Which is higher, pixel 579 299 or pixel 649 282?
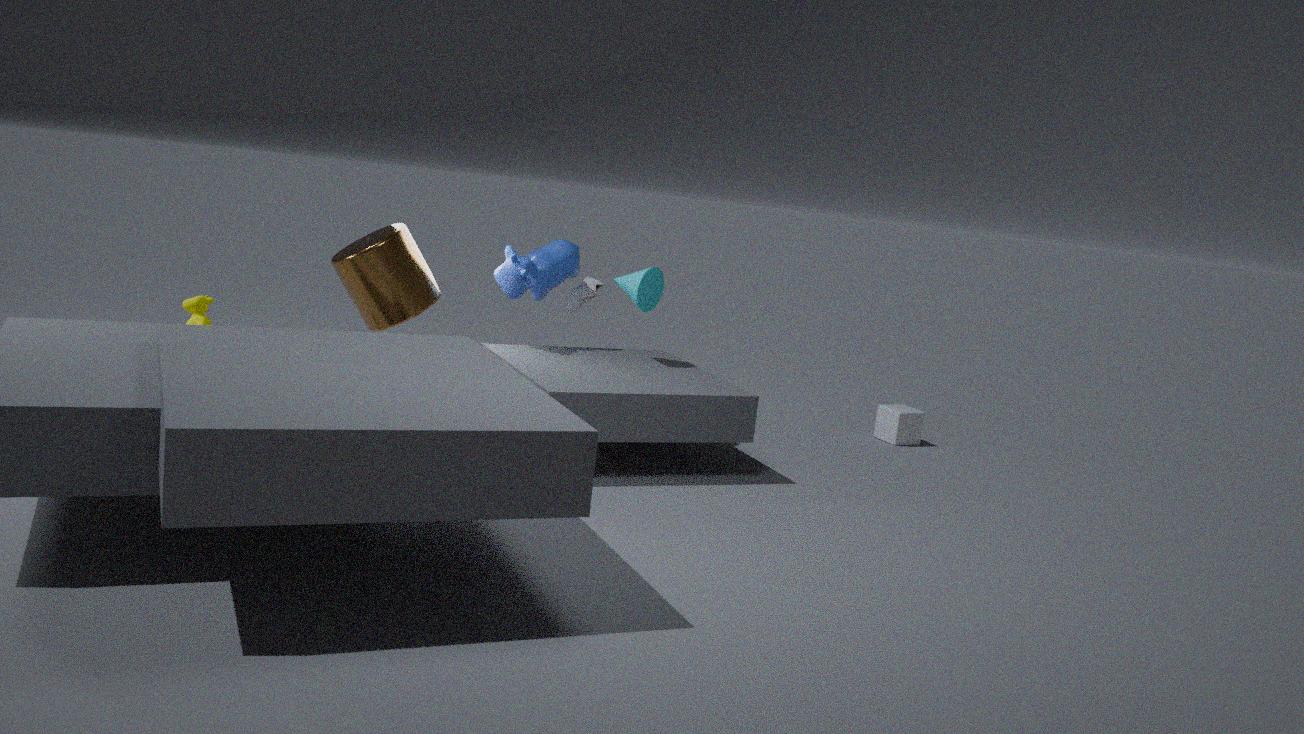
pixel 649 282
